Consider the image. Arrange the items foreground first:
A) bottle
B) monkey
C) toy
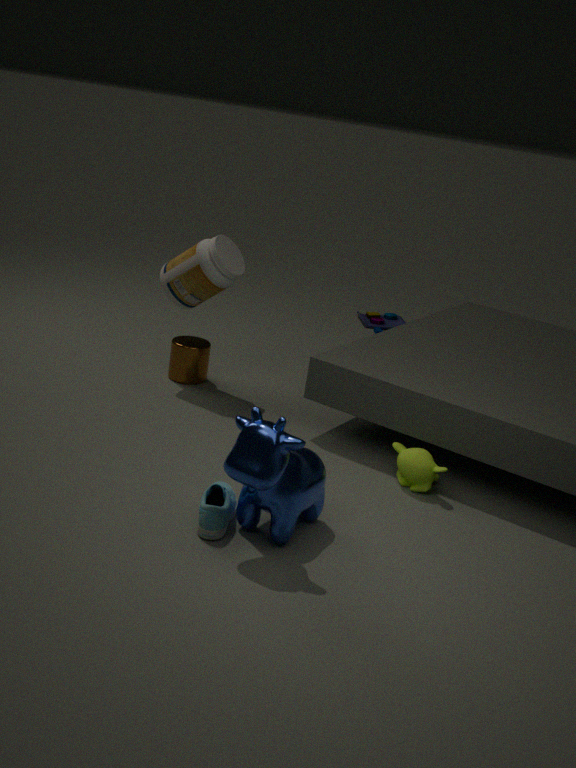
monkey → bottle → toy
